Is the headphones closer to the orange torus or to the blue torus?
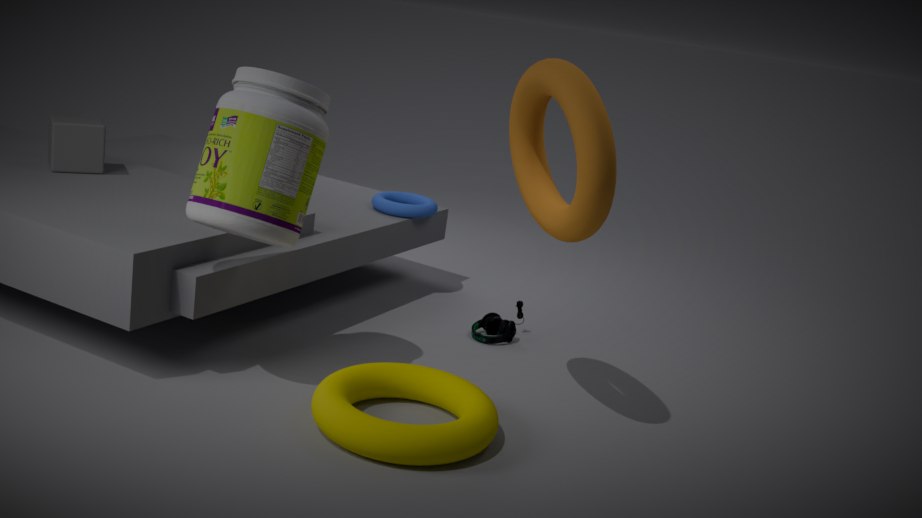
the blue torus
